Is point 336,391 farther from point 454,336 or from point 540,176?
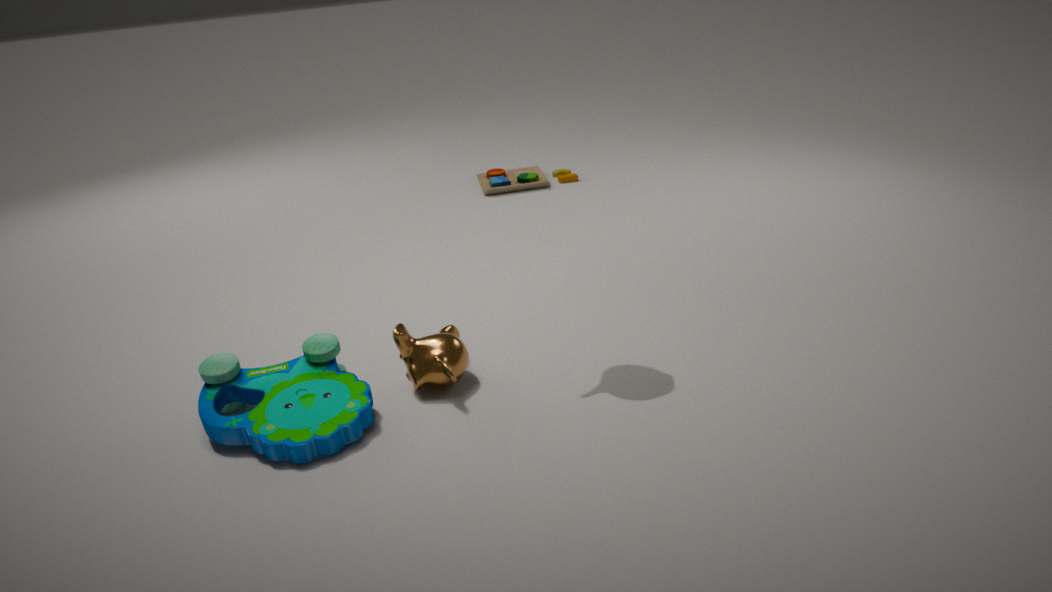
point 540,176
